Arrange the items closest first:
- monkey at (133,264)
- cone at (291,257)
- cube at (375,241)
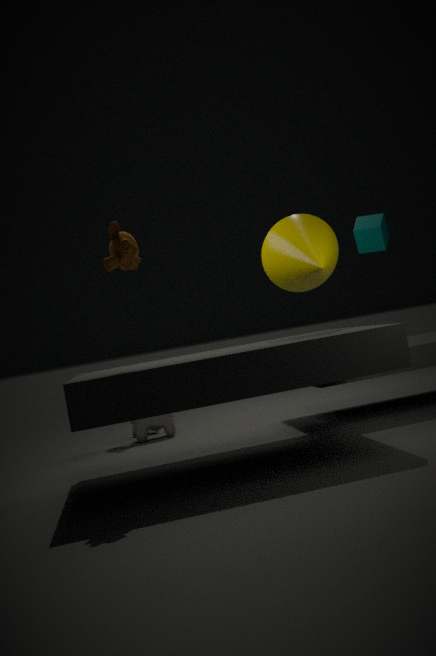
monkey at (133,264) < cone at (291,257) < cube at (375,241)
